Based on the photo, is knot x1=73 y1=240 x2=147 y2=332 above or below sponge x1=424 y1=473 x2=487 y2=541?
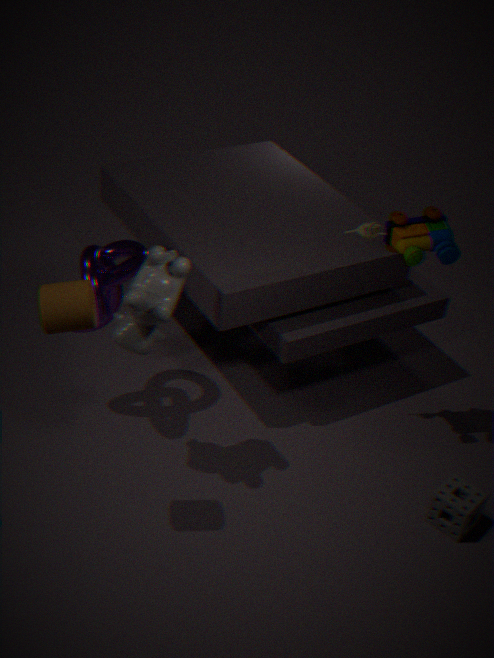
above
